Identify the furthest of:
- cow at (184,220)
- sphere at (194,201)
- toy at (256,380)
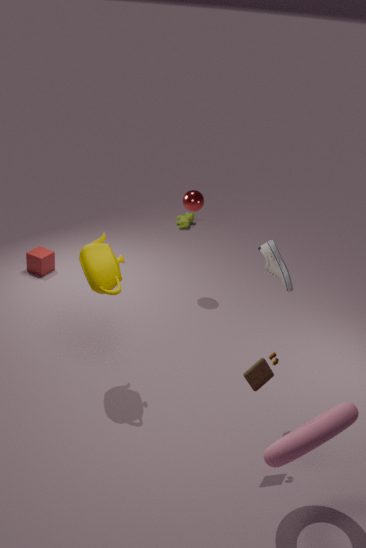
cow at (184,220)
